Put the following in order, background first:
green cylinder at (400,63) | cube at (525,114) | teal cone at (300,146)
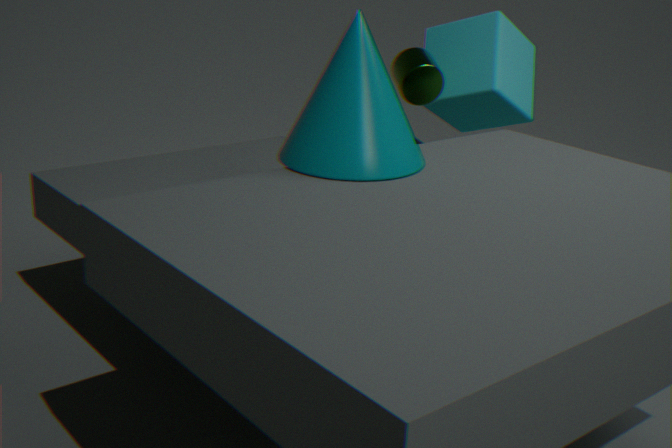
1. cube at (525,114)
2. green cylinder at (400,63)
3. teal cone at (300,146)
